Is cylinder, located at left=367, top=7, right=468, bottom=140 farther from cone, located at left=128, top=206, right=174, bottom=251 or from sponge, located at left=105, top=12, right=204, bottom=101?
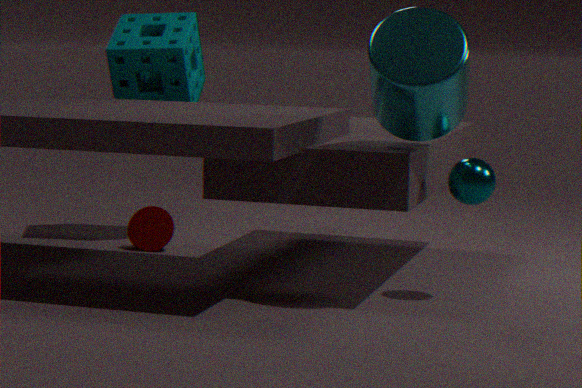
cone, located at left=128, top=206, right=174, bottom=251
